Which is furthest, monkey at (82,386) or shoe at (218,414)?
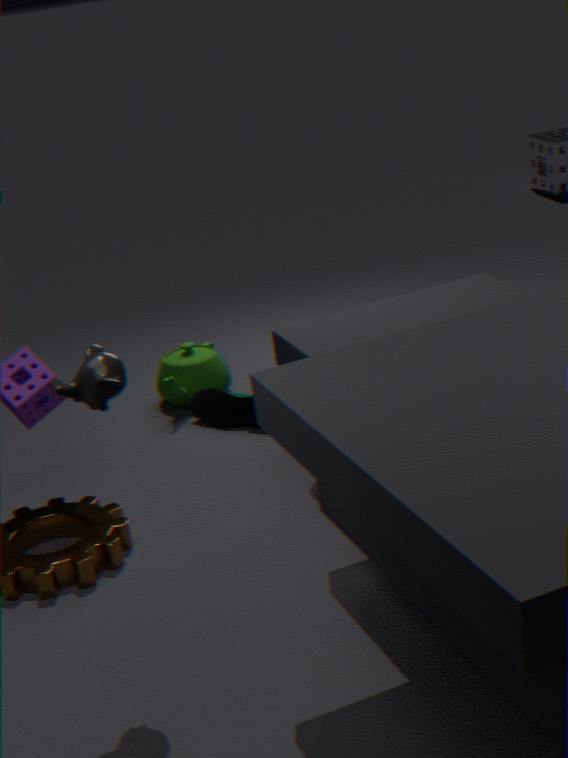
shoe at (218,414)
